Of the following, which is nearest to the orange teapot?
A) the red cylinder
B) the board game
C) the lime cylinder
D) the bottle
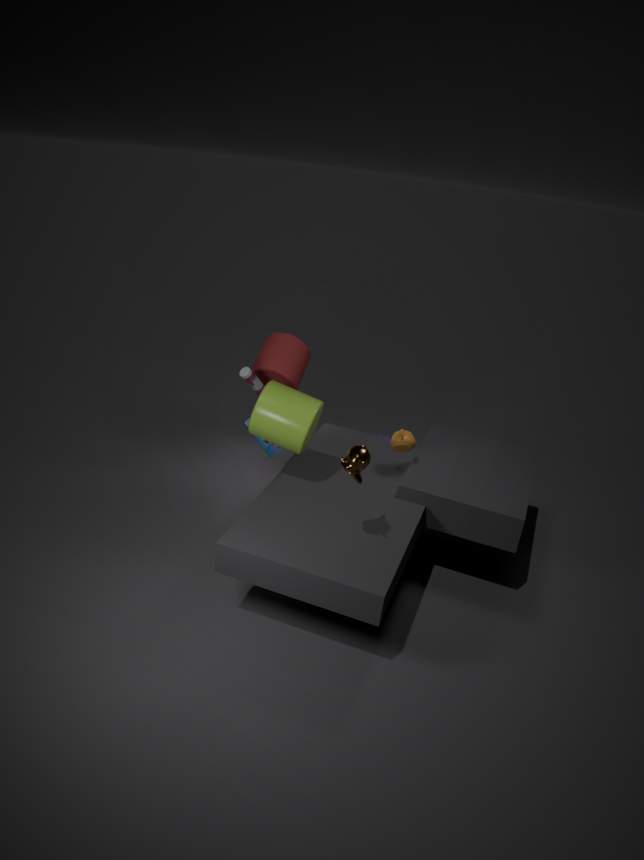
the lime cylinder
